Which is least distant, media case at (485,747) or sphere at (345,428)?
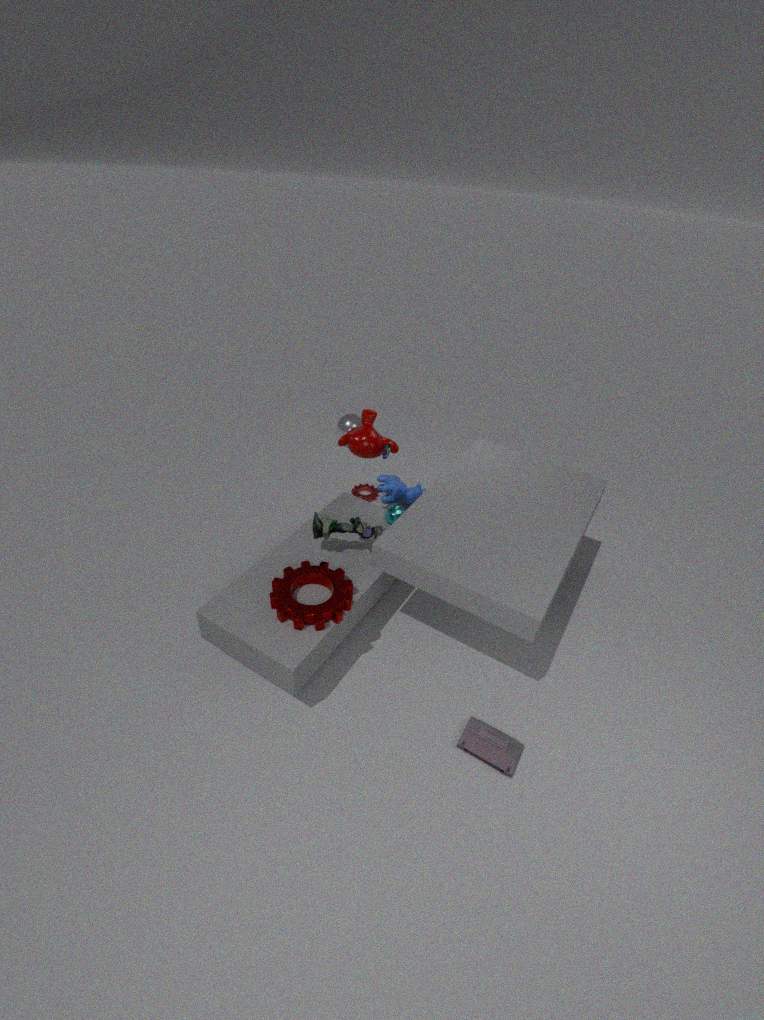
media case at (485,747)
